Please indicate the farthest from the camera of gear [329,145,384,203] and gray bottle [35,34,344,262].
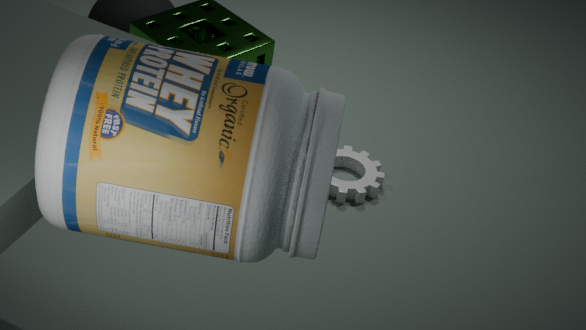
gear [329,145,384,203]
